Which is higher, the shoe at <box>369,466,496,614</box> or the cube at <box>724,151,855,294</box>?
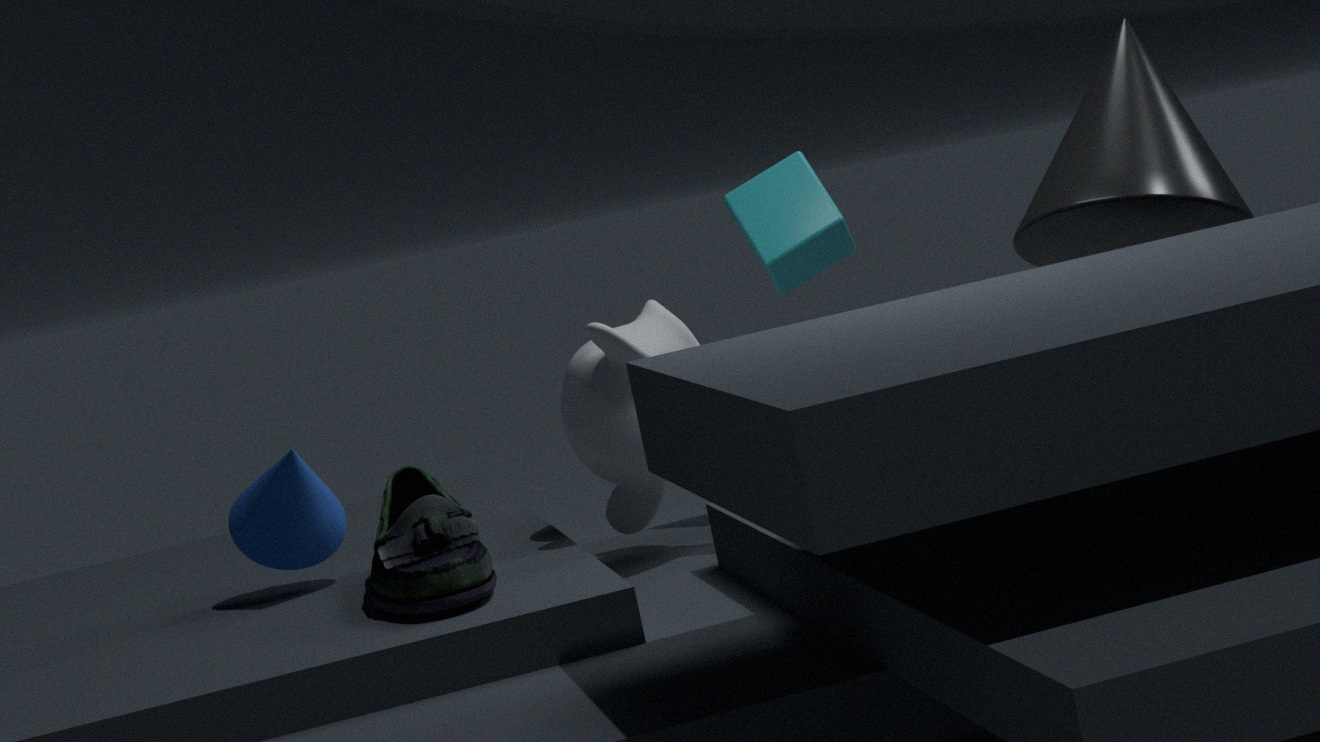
the cube at <box>724,151,855,294</box>
